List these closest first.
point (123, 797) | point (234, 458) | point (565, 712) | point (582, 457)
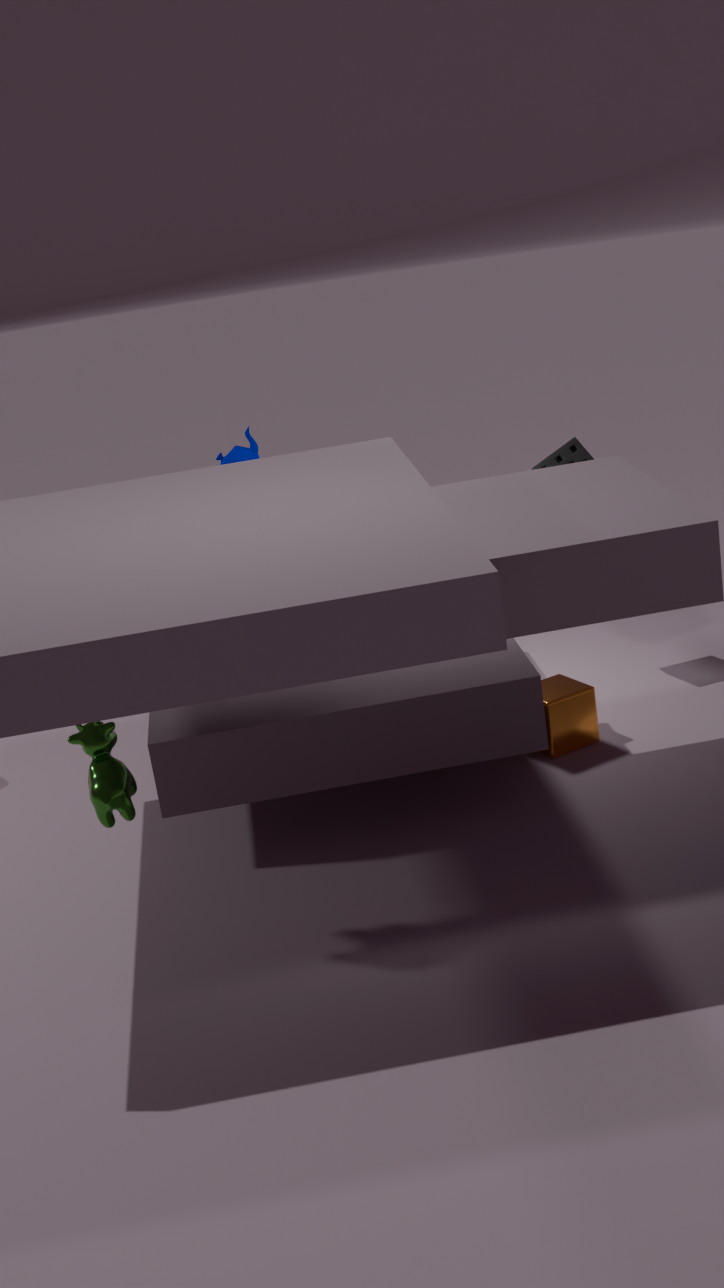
point (123, 797), point (565, 712), point (582, 457), point (234, 458)
